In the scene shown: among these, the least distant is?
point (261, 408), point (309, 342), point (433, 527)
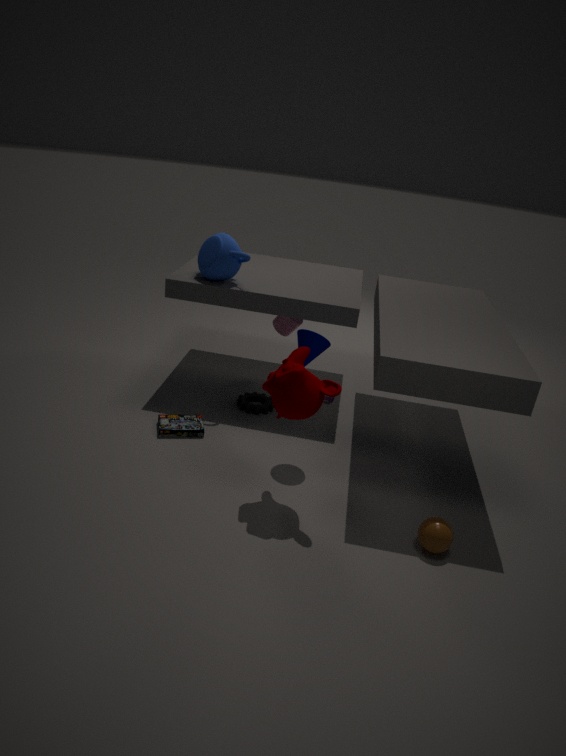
point (433, 527)
